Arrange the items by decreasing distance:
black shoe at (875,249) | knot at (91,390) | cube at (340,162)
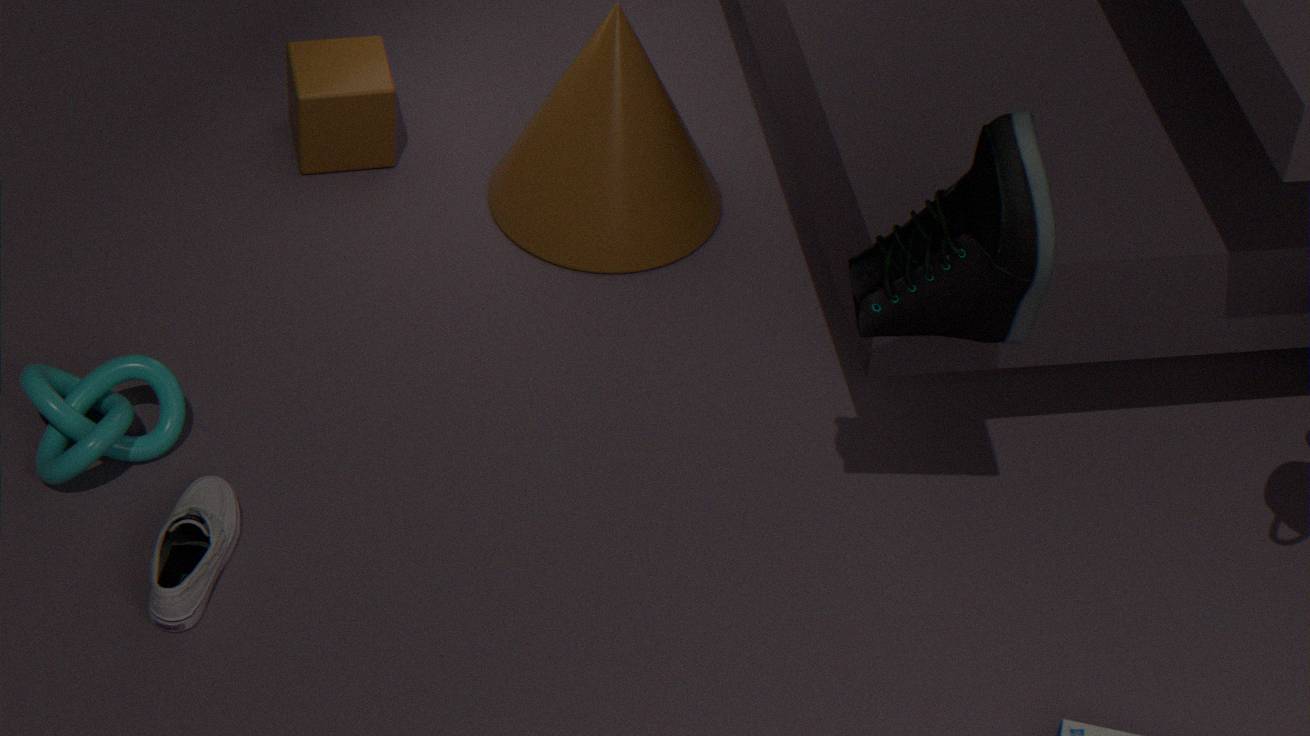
cube at (340,162) → knot at (91,390) → black shoe at (875,249)
